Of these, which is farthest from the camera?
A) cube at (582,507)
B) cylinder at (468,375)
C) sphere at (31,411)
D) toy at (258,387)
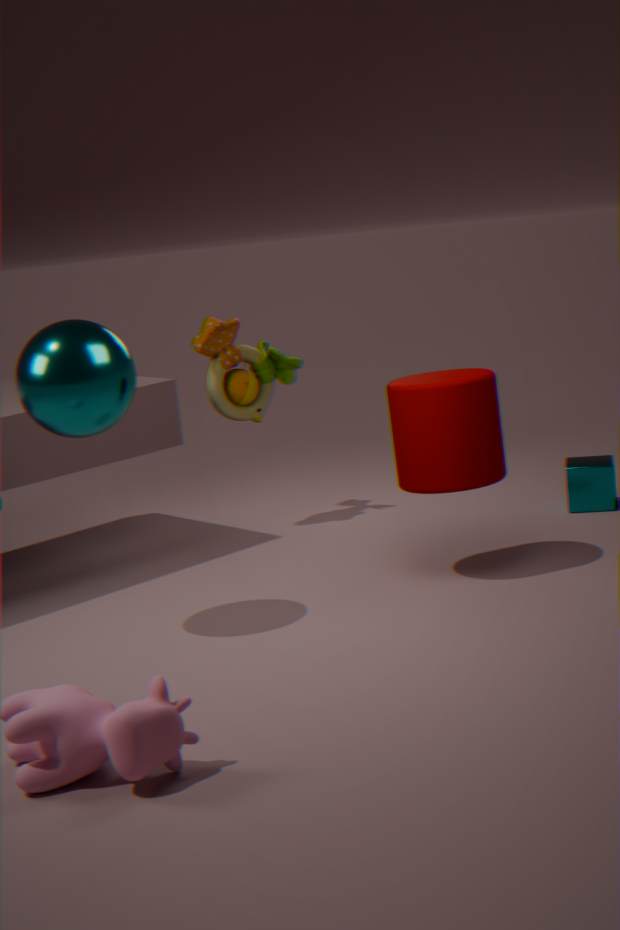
toy at (258,387)
